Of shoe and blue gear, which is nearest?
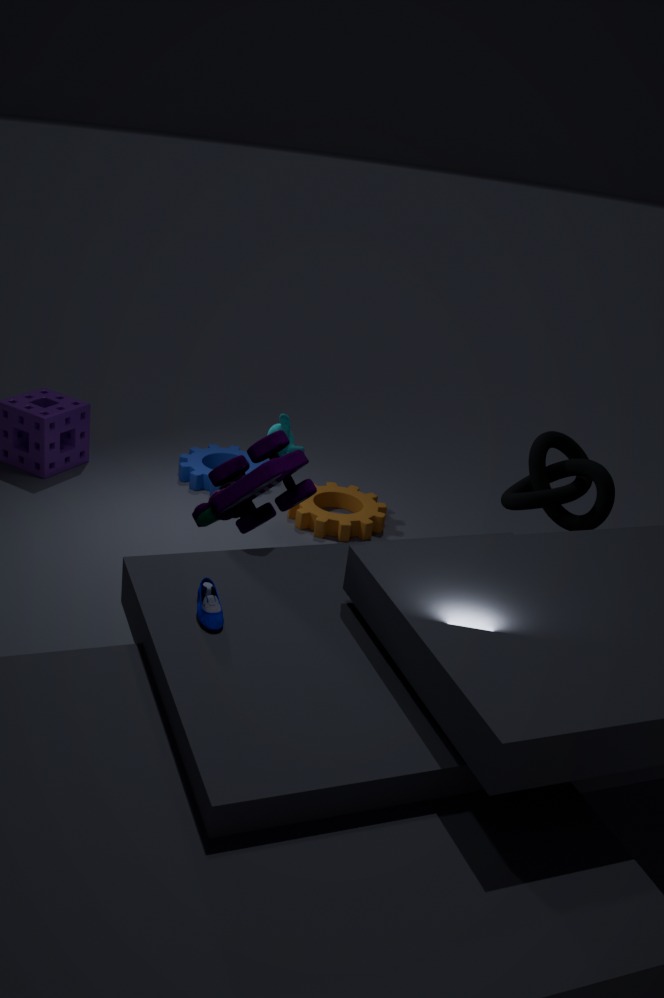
shoe
